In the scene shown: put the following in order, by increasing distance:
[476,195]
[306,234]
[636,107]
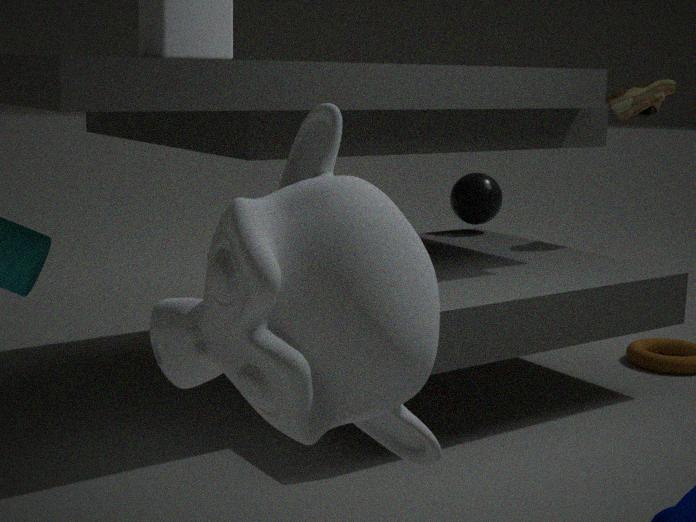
[306,234] → [636,107] → [476,195]
